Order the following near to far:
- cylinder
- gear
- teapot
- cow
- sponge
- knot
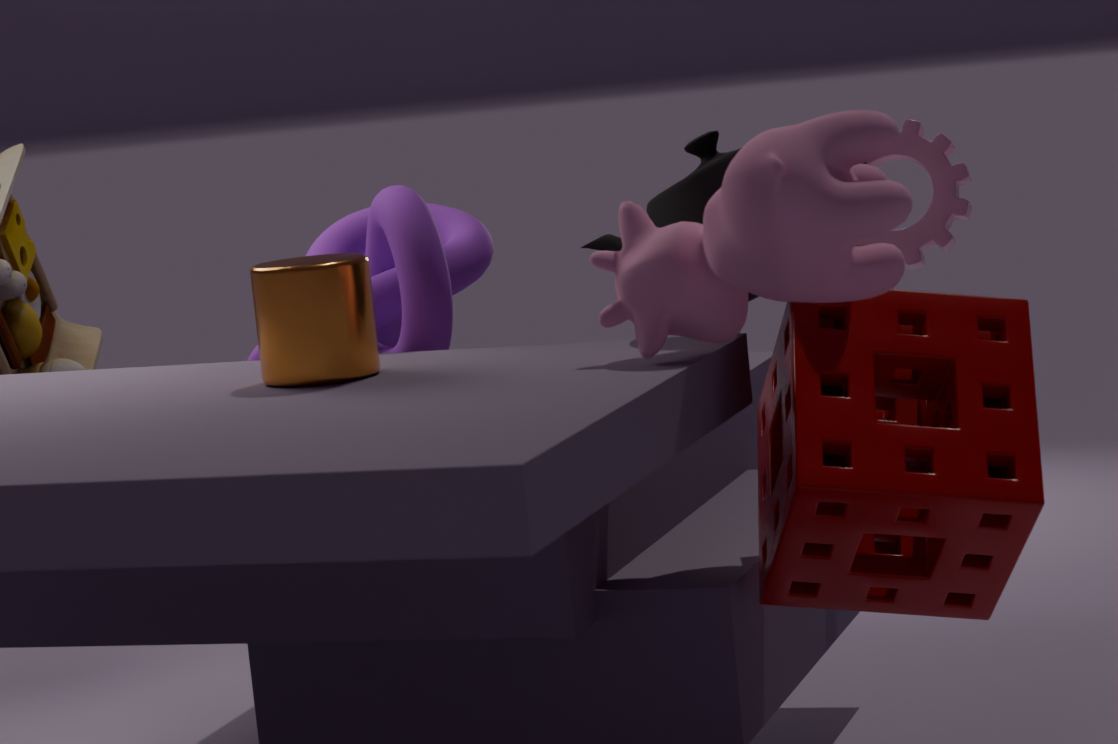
cow → sponge → cylinder → teapot → knot → gear
